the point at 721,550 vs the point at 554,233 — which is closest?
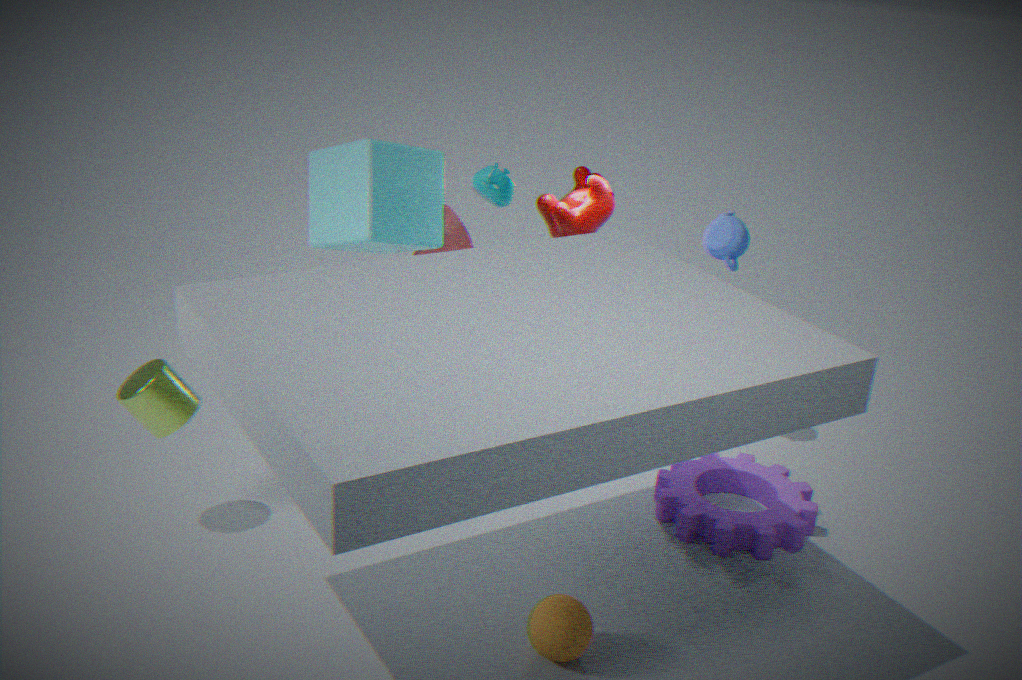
the point at 721,550
